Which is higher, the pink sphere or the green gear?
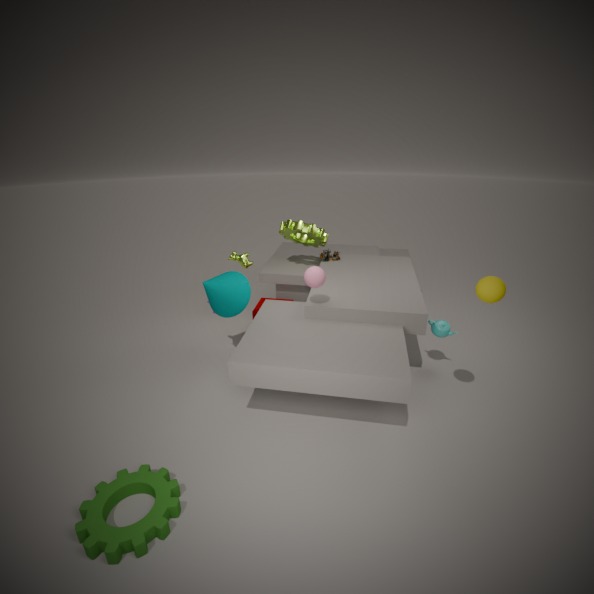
the pink sphere
